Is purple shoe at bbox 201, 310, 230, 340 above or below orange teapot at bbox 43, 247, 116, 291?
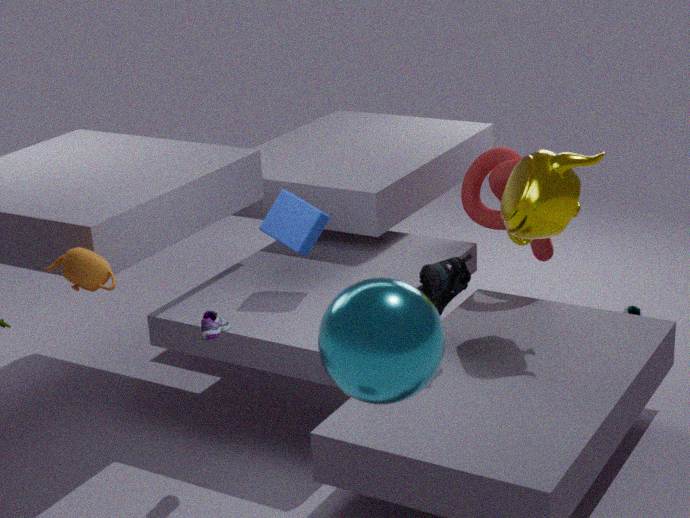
below
